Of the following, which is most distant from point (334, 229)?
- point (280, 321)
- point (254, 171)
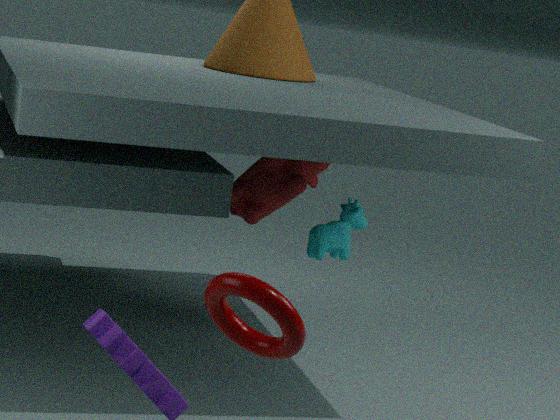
point (280, 321)
